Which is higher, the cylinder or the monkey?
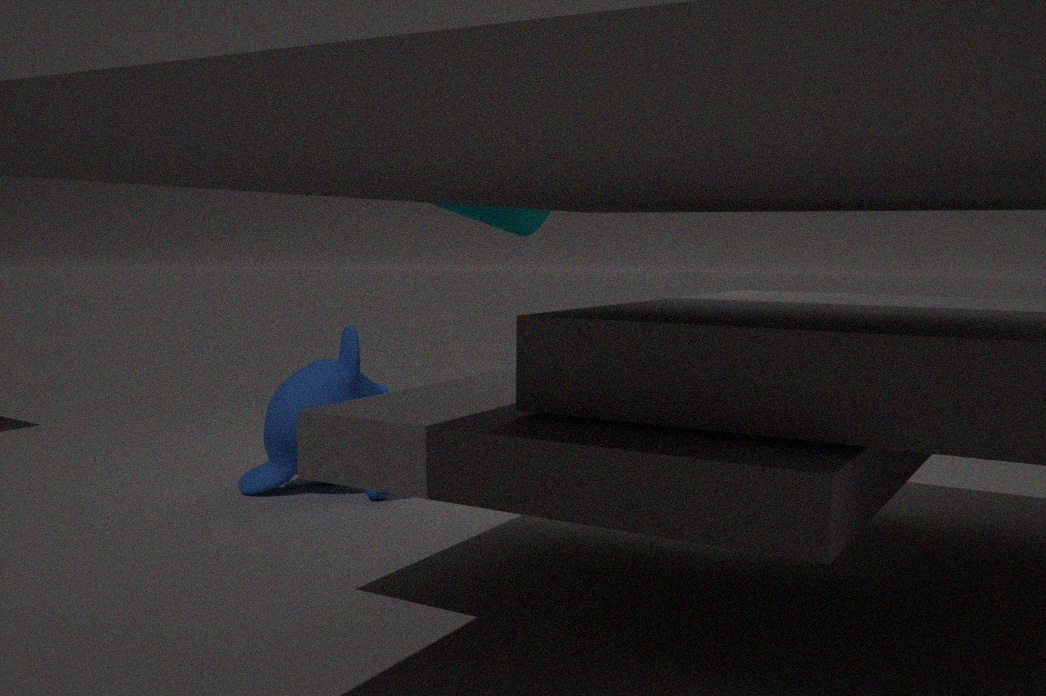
the cylinder
